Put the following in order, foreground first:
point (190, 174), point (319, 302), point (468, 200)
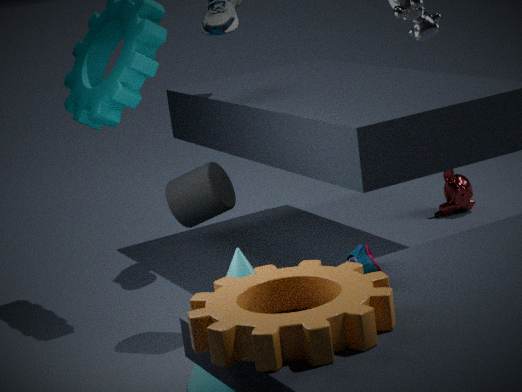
point (319, 302)
point (190, 174)
point (468, 200)
